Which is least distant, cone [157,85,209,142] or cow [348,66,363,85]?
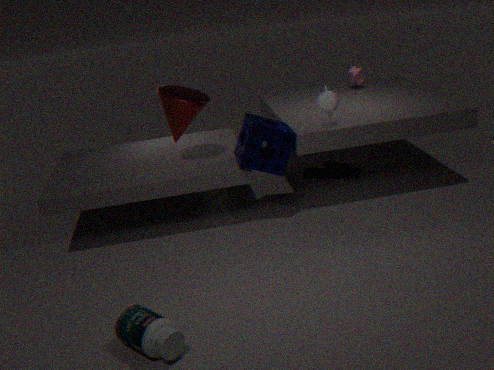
cone [157,85,209,142]
